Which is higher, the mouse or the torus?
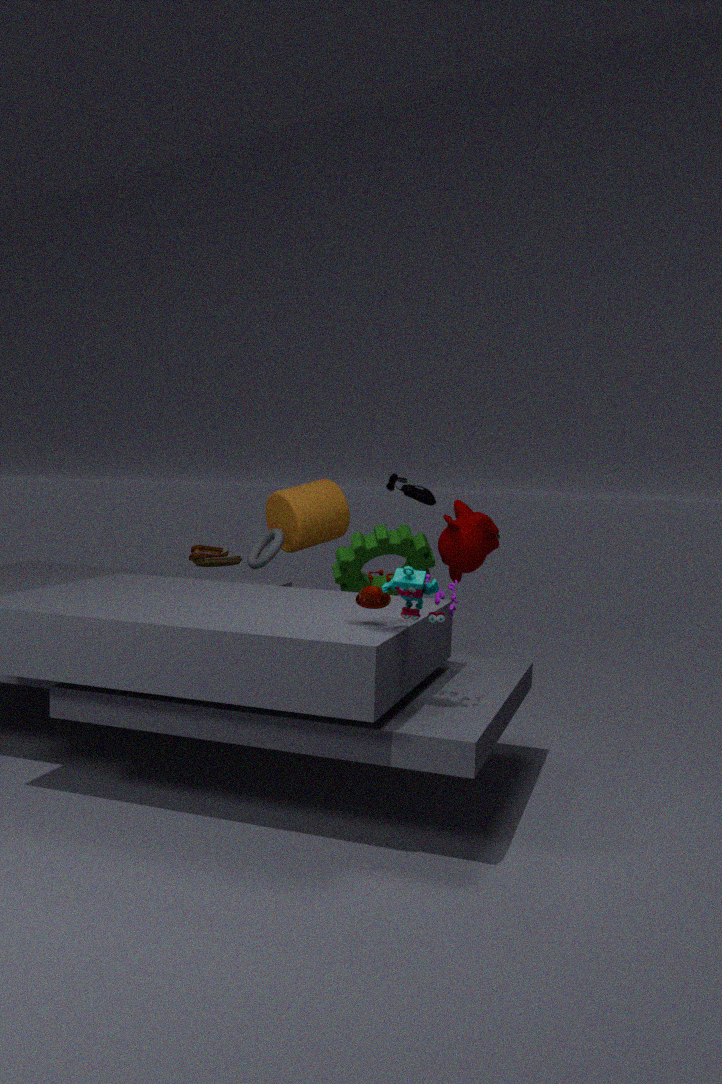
the mouse
